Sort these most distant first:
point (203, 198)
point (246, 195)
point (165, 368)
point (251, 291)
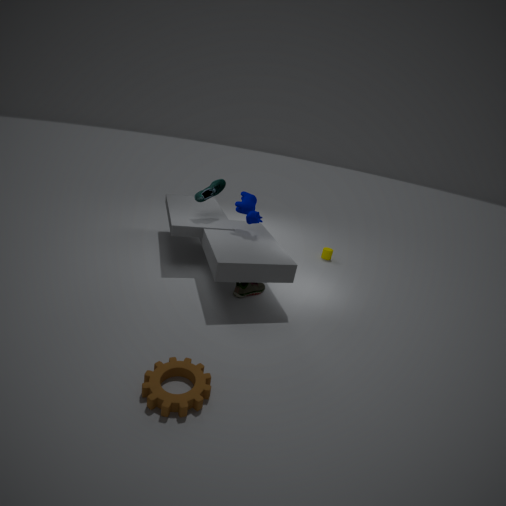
point (203, 198)
point (246, 195)
point (251, 291)
point (165, 368)
